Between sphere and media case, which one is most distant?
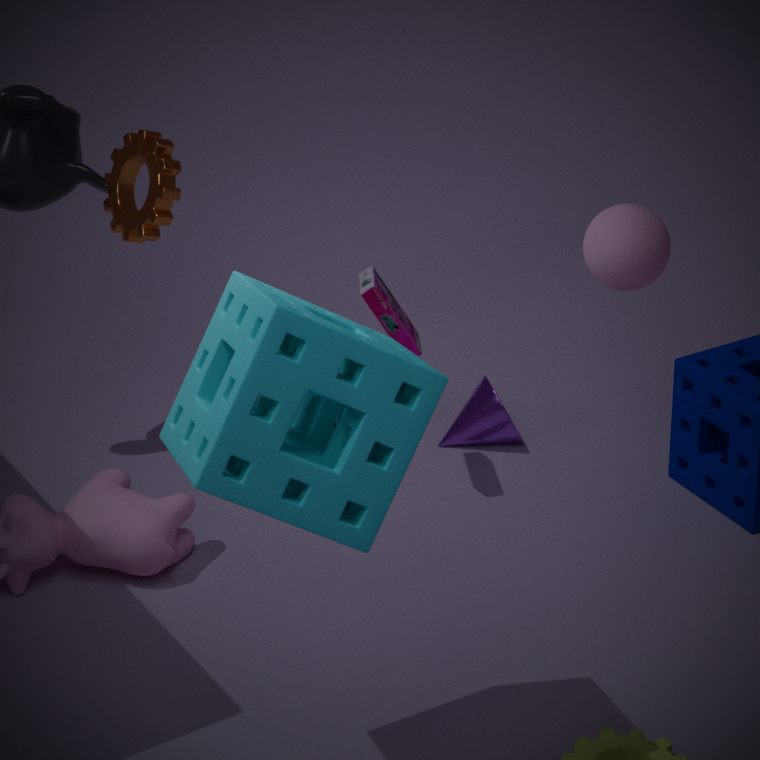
media case
